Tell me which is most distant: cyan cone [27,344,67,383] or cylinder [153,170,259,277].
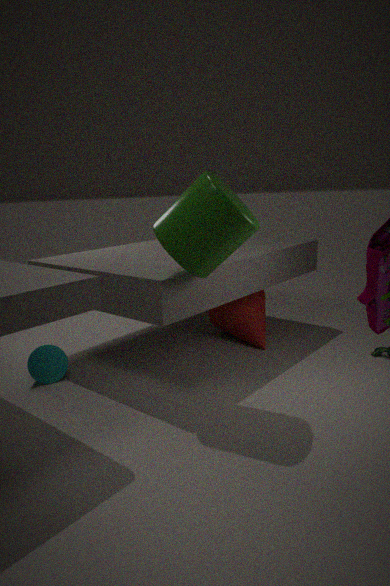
cyan cone [27,344,67,383]
